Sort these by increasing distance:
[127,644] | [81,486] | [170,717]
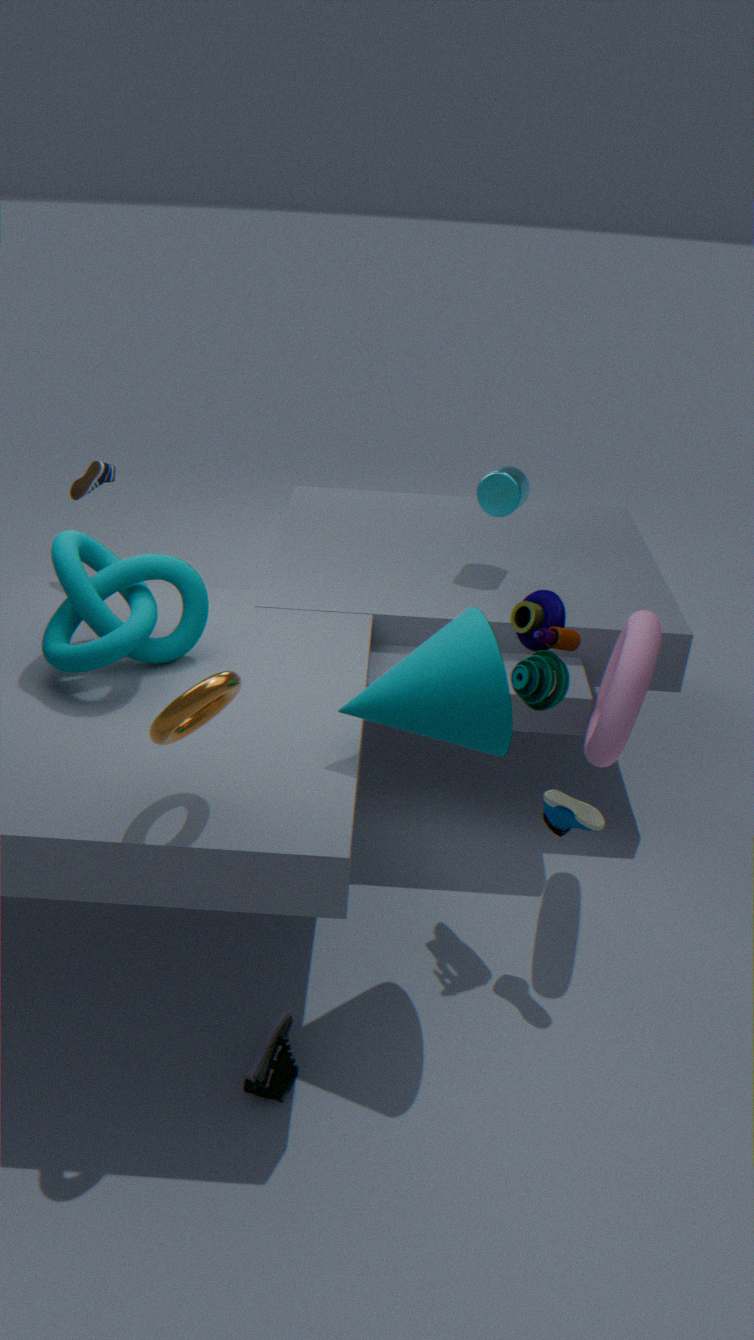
[170,717] < [127,644] < [81,486]
